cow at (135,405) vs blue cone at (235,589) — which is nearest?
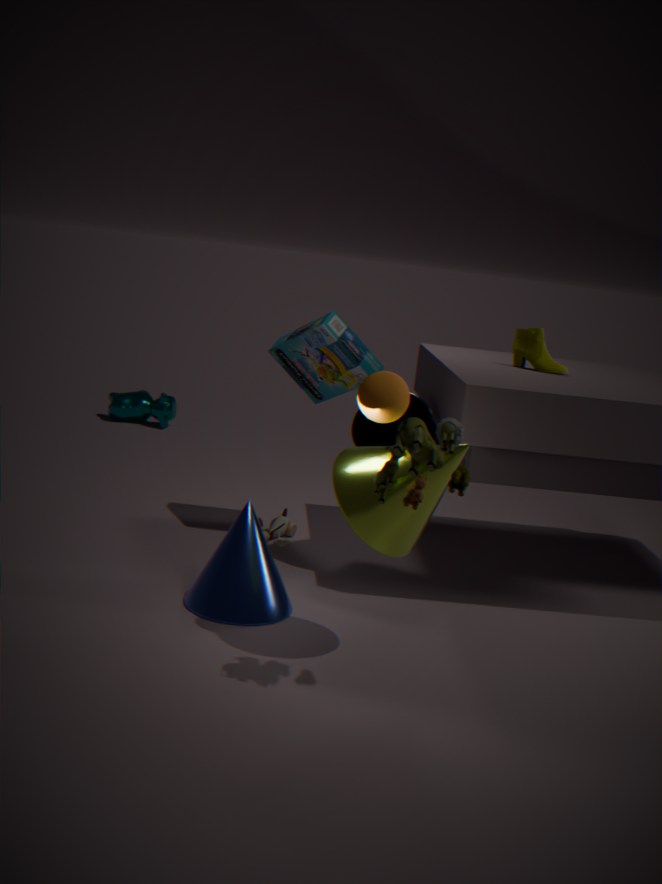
blue cone at (235,589)
